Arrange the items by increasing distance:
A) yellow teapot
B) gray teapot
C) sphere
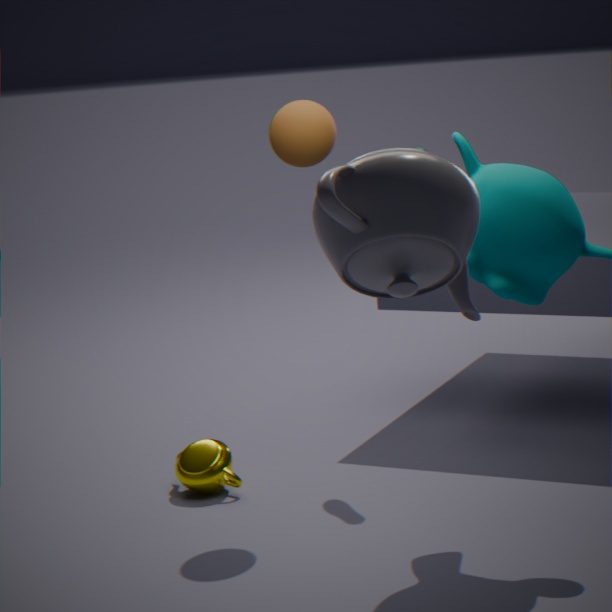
gray teapot → sphere → yellow teapot
